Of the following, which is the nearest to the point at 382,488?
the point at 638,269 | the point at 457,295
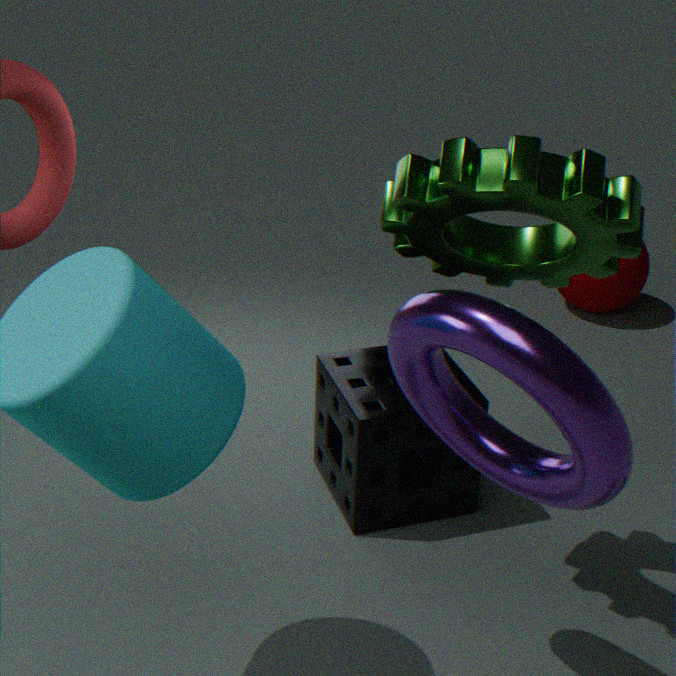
the point at 457,295
